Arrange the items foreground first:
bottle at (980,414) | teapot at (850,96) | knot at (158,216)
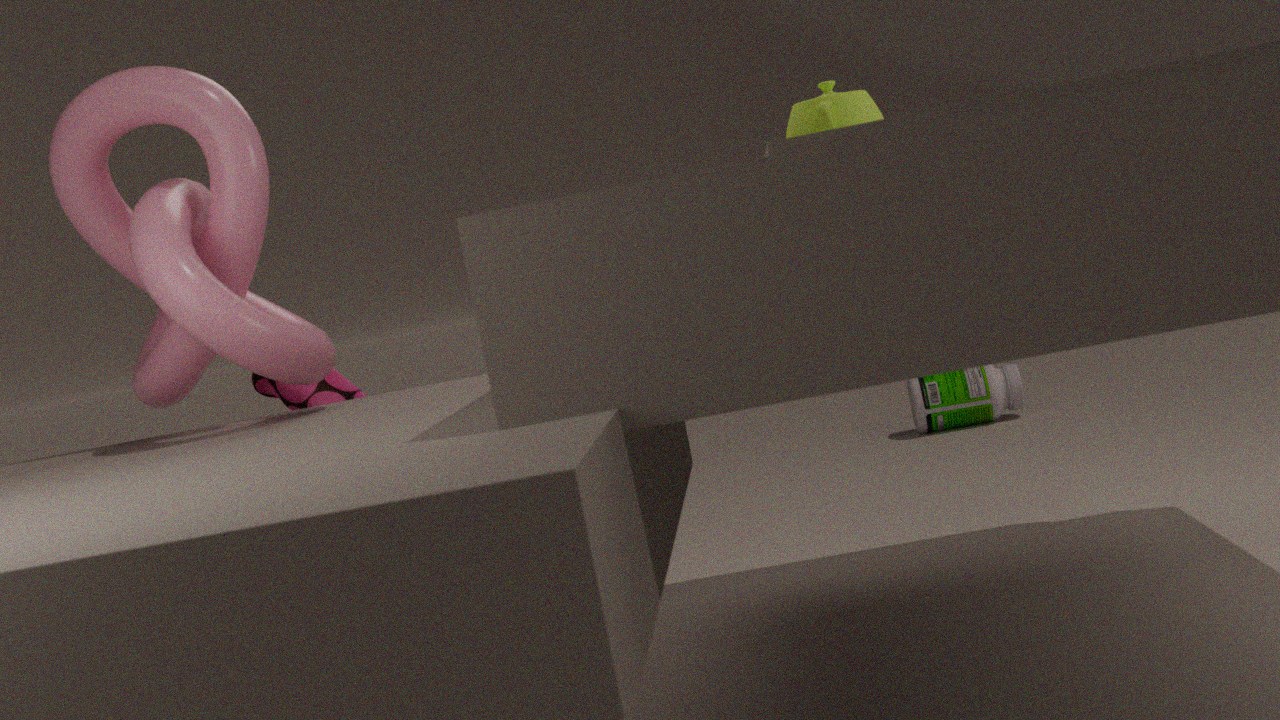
knot at (158,216) < teapot at (850,96) < bottle at (980,414)
